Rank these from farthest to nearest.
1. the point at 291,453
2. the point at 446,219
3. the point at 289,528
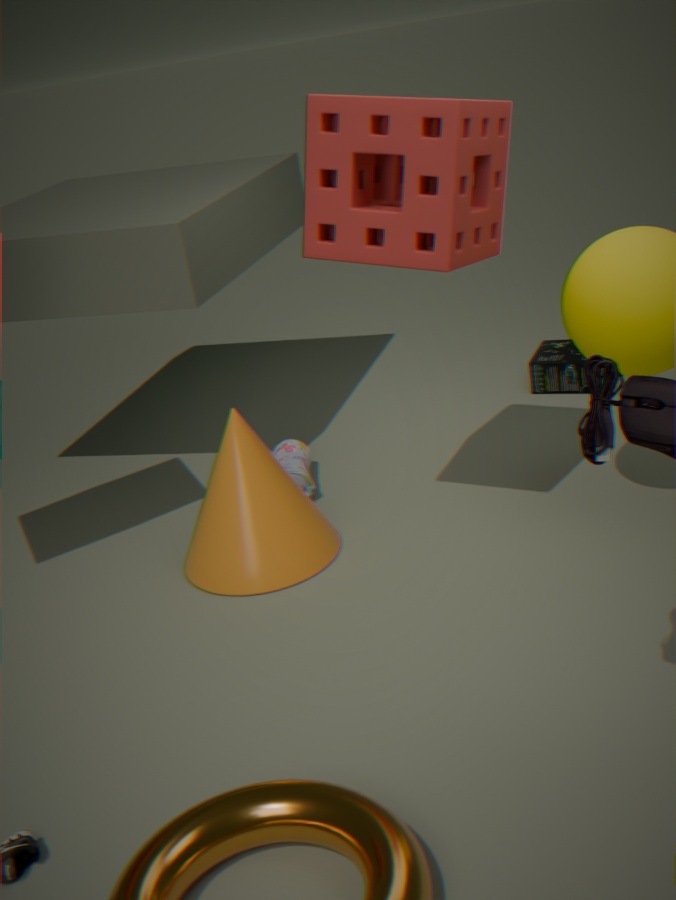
the point at 291,453, the point at 289,528, the point at 446,219
